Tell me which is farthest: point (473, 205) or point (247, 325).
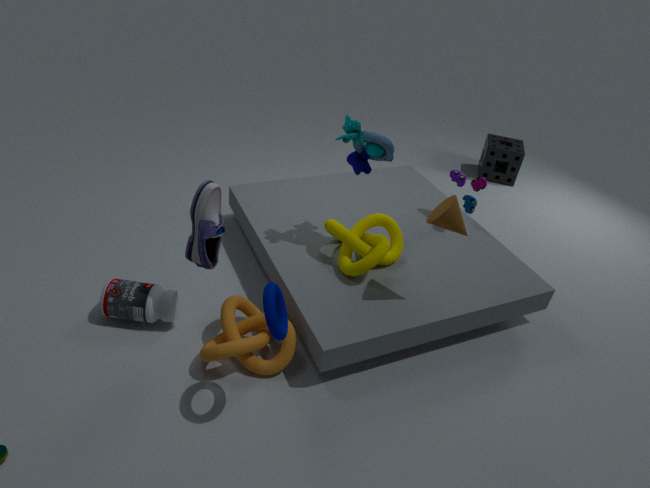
point (473, 205)
